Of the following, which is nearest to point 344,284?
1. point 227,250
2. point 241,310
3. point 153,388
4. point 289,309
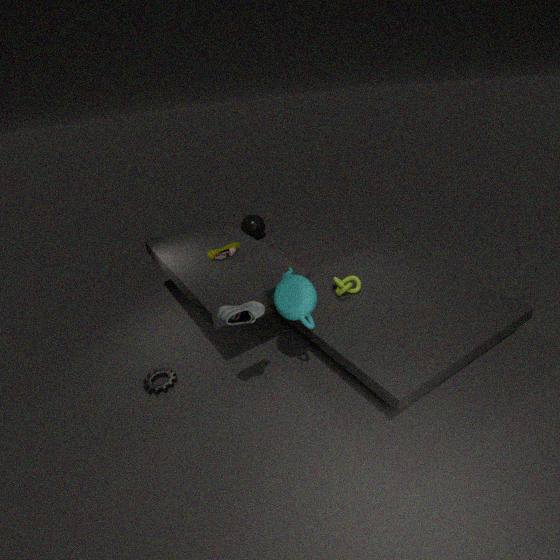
point 289,309
